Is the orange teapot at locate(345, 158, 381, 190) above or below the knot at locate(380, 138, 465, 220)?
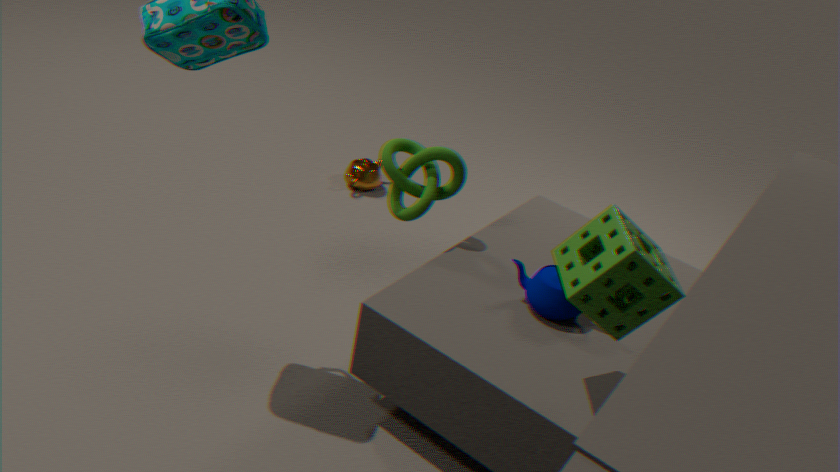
below
